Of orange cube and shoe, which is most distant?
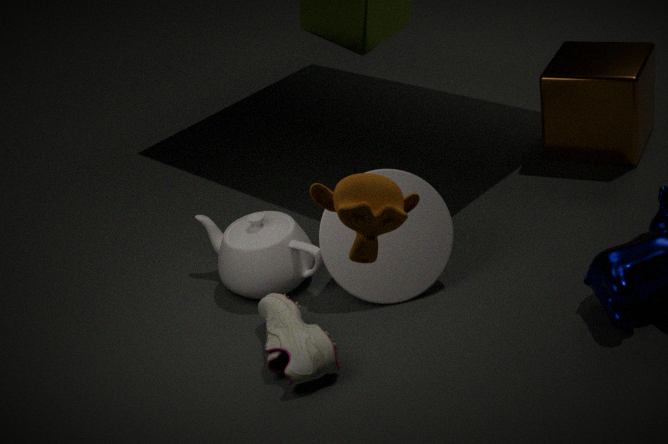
orange cube
